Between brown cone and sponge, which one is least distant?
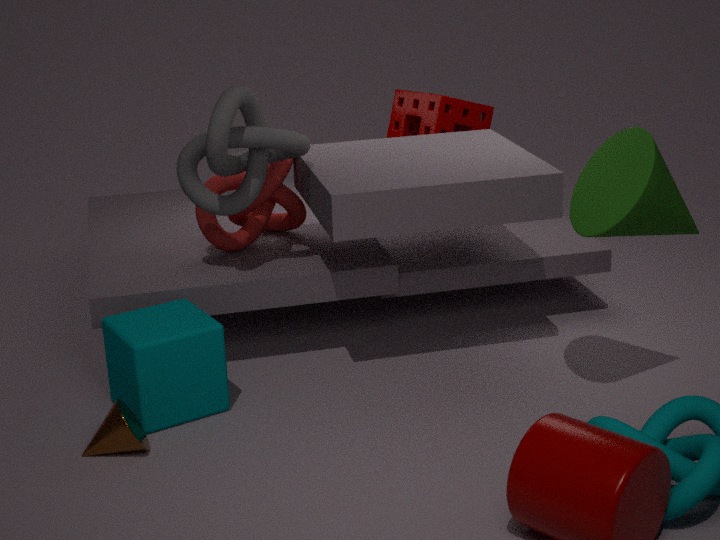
brown cone
